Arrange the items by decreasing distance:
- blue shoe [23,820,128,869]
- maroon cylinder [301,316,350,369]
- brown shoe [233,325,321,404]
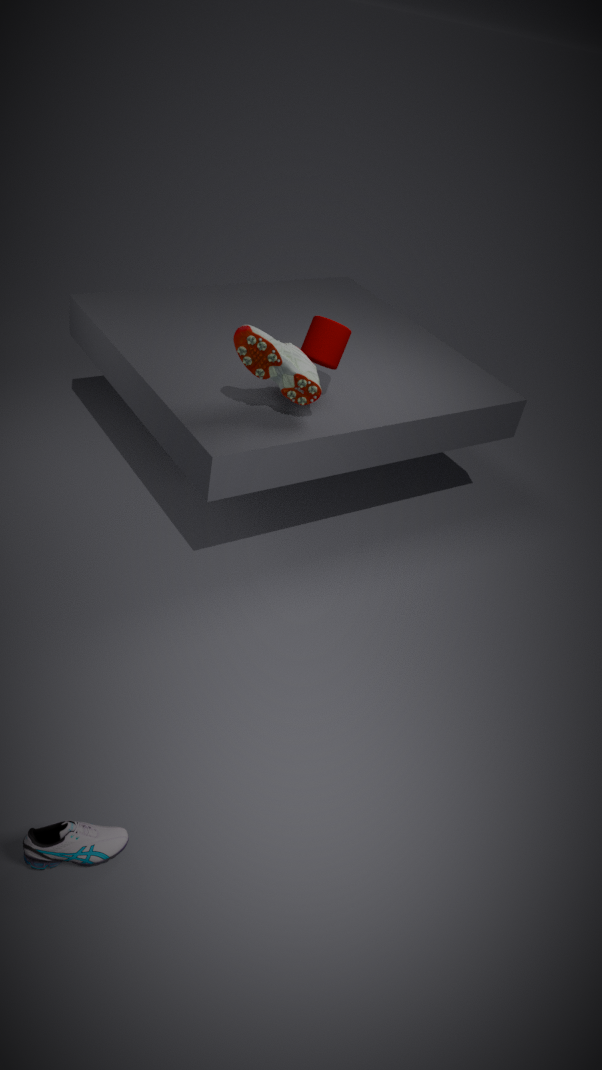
maroon cylinder [301,316,350,369] → brown shoe [233,325,321,404] → blue shoe [23,820,128,869]
